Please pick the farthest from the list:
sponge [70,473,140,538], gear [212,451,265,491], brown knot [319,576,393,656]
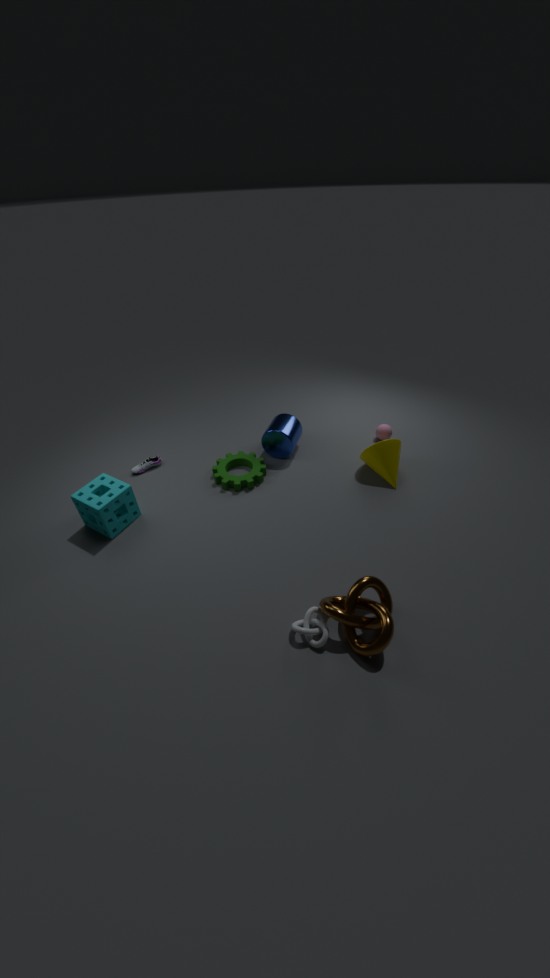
gear [212,451,265,491]
